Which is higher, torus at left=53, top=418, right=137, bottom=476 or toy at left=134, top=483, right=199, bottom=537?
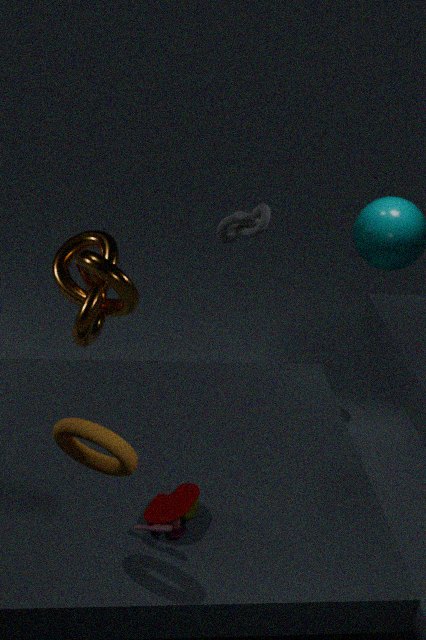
torus at left=53, top=418, right=137, bottom=476
